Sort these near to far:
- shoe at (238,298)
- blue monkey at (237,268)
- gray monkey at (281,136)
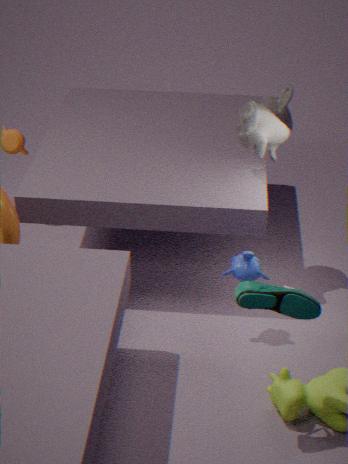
shoe at (238,298) < blue monkey at (237,268) < gray monkey at (281,136)
